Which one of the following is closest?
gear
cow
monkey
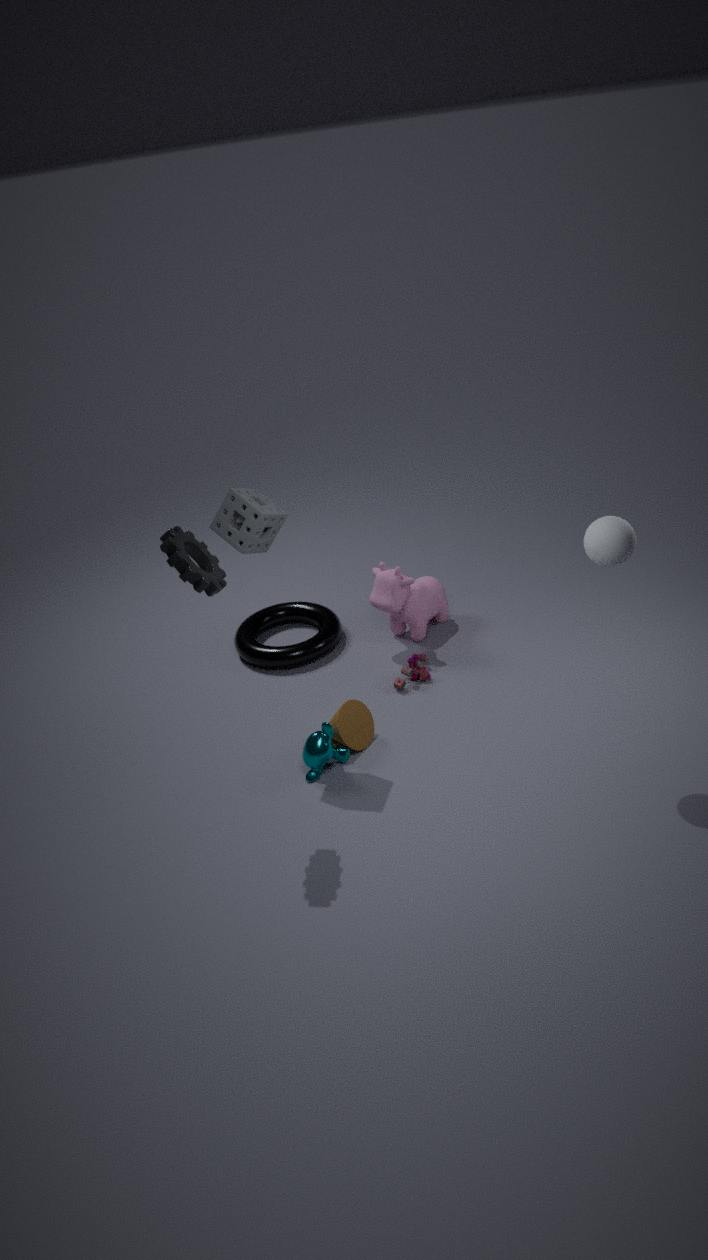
gear
